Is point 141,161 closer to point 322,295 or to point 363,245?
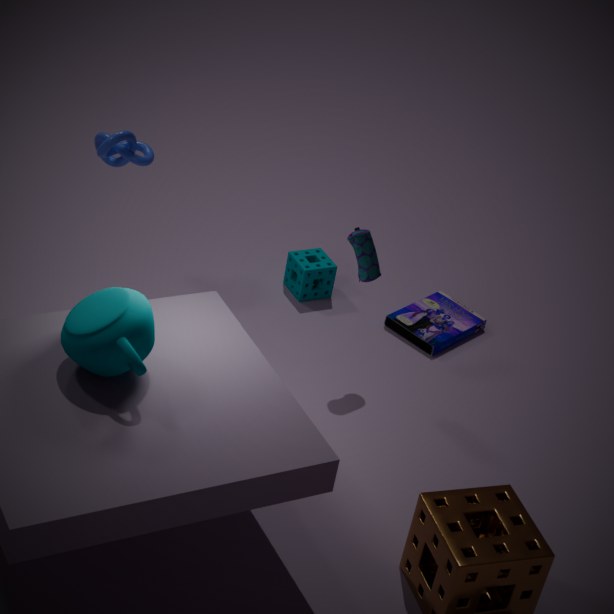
point 363,245
